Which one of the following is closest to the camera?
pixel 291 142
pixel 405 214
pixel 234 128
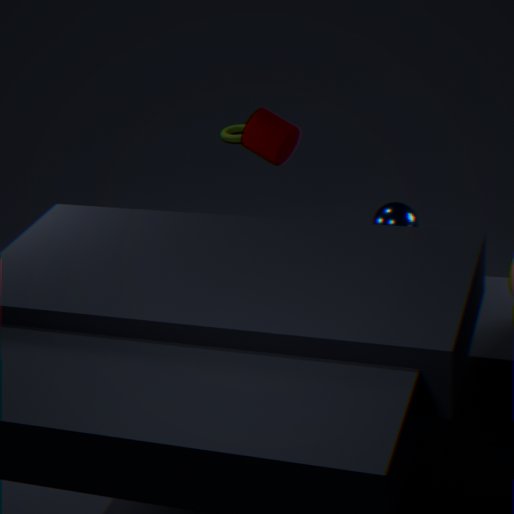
pixel 405 214
